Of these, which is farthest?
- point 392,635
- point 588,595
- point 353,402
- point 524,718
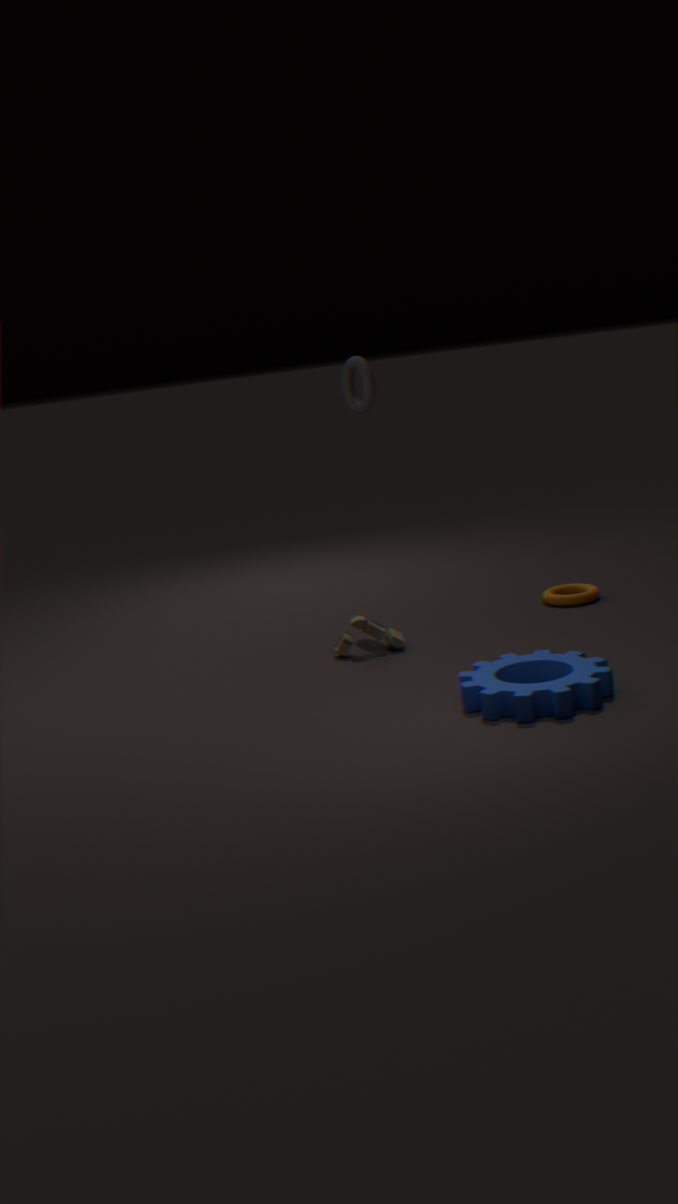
point 353,402
